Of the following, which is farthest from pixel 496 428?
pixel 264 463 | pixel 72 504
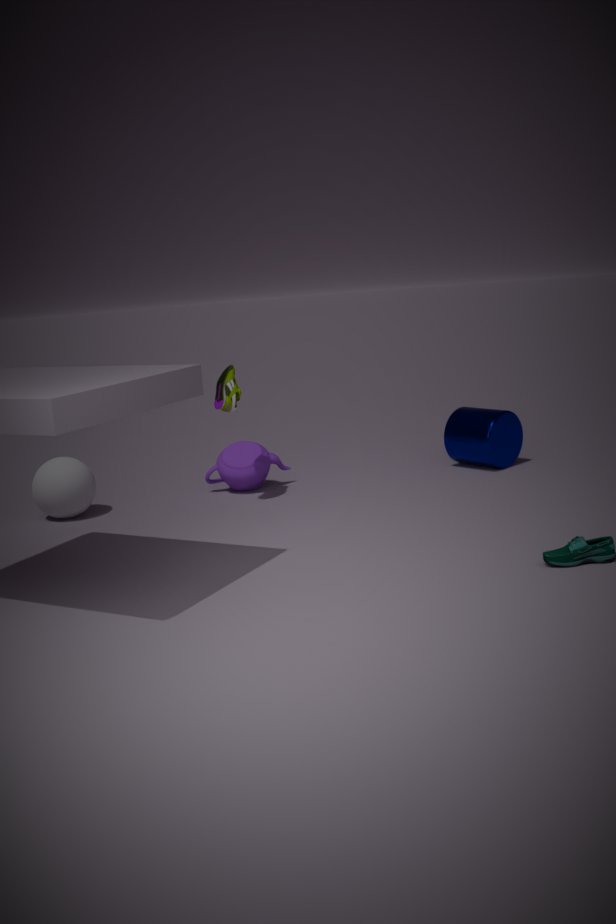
pixel 72 504
